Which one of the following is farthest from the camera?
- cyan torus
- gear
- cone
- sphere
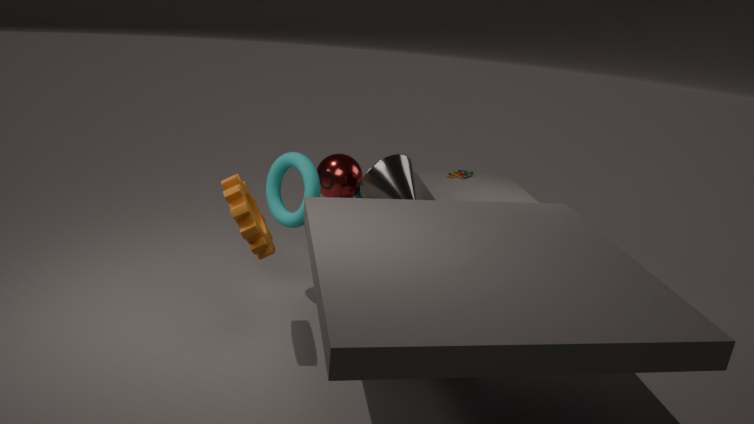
sphere
